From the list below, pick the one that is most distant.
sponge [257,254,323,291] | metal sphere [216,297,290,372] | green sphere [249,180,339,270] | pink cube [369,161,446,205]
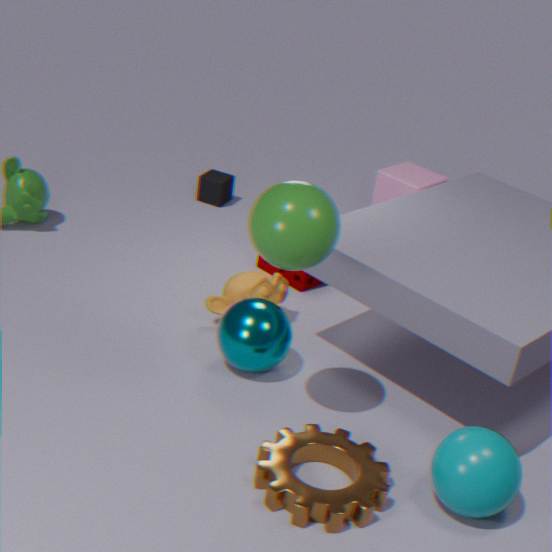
pink cube [369,161,446,205]
